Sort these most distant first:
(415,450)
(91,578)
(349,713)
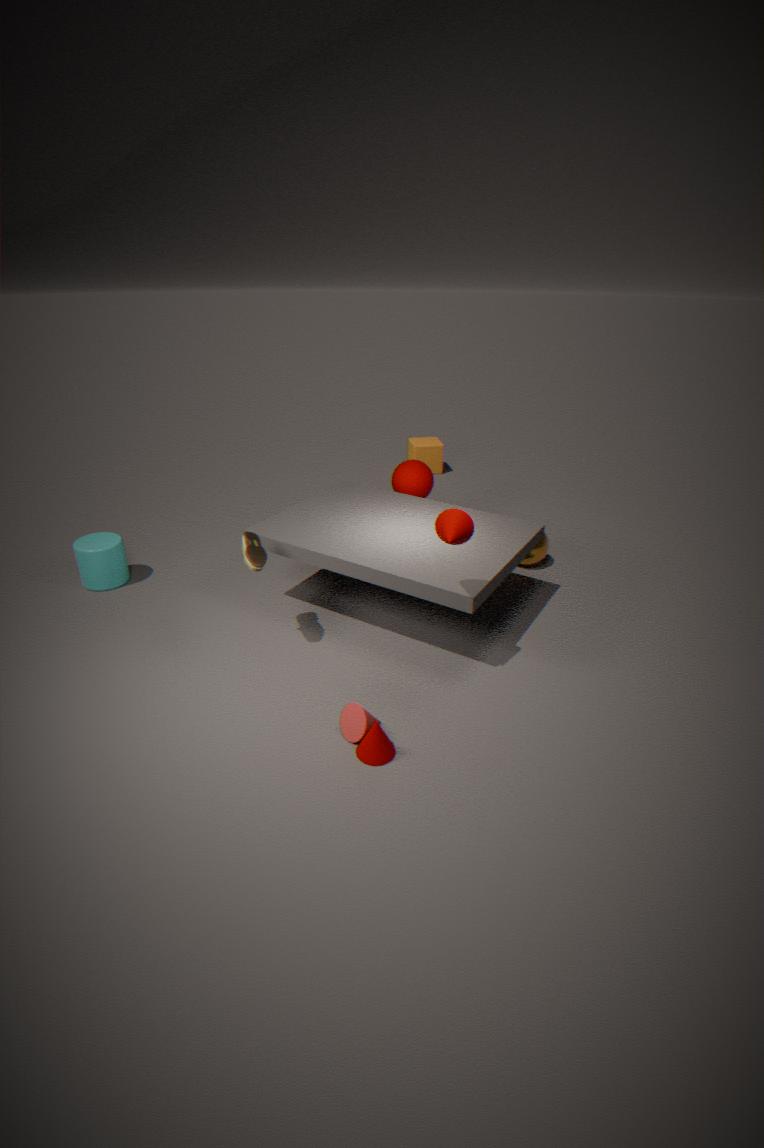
1. (415,450)
2. (91,578)
3. (349,713)
